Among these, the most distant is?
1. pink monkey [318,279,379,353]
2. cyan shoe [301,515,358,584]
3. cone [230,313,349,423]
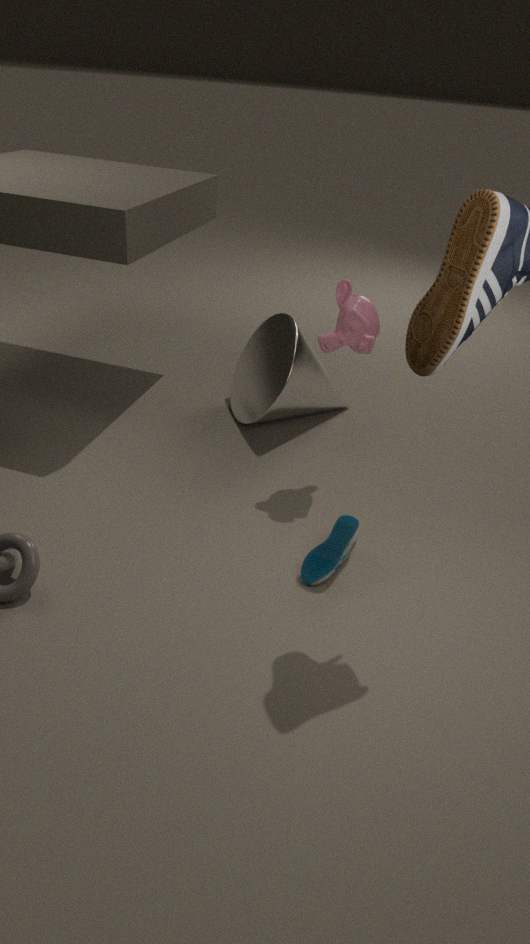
cone [230,313,349,423]
